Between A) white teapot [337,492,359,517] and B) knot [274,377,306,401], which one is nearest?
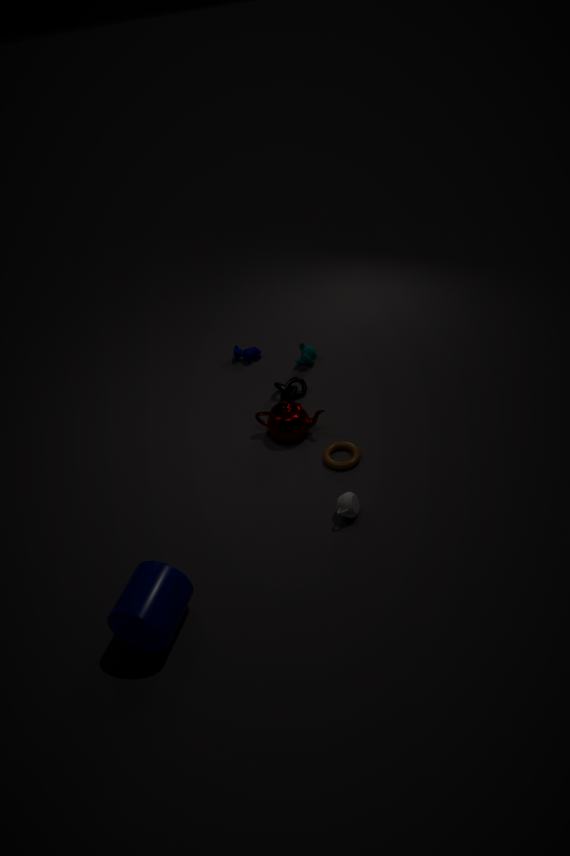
A. white teapot [337,492,359,517]
